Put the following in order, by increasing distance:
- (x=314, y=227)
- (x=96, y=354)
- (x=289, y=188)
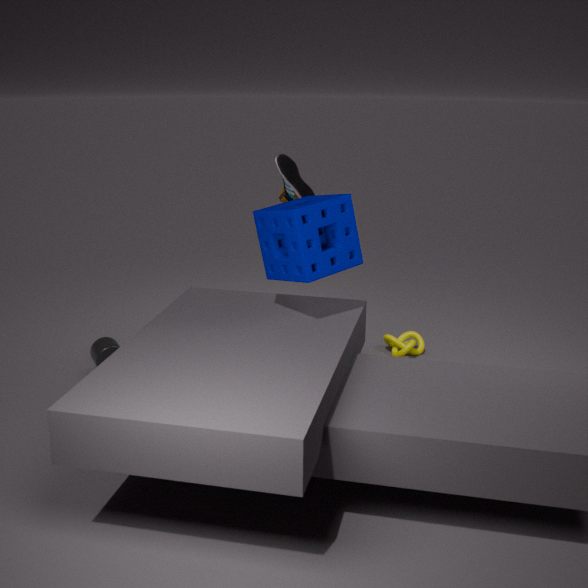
(x=314, y=227) → (x=96, y=354) → (x=289, y=188)
